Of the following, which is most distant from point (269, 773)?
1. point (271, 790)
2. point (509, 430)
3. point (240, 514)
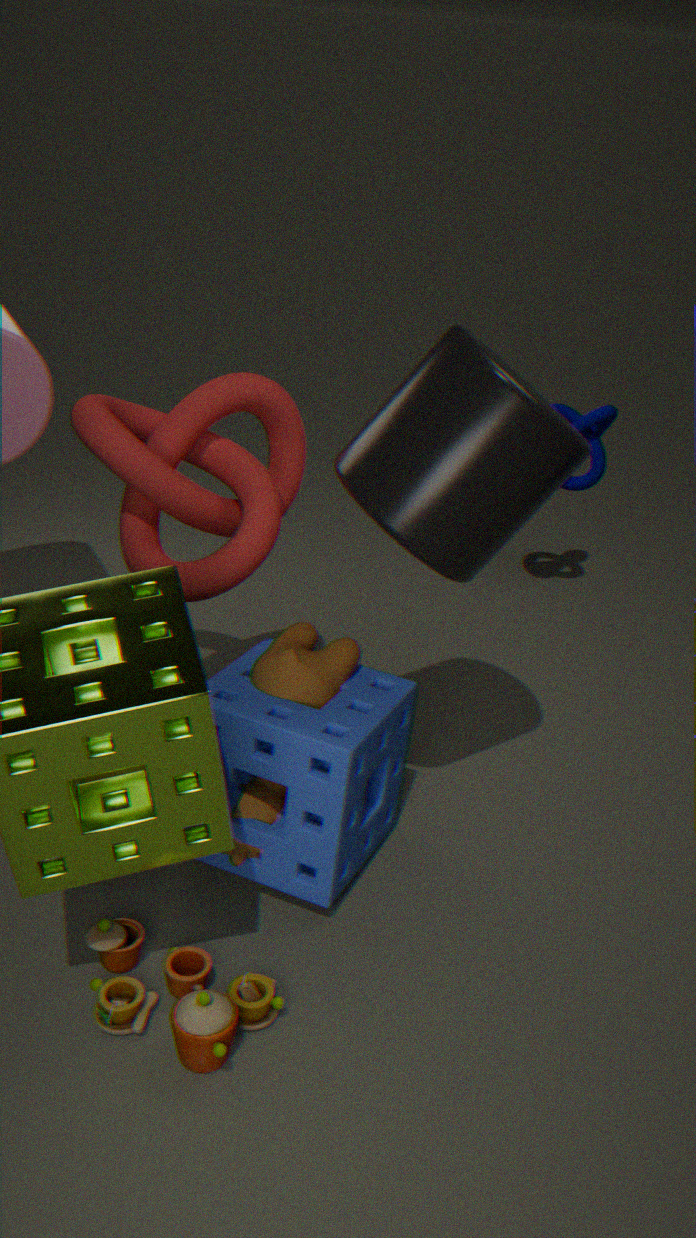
point (509, 430)
